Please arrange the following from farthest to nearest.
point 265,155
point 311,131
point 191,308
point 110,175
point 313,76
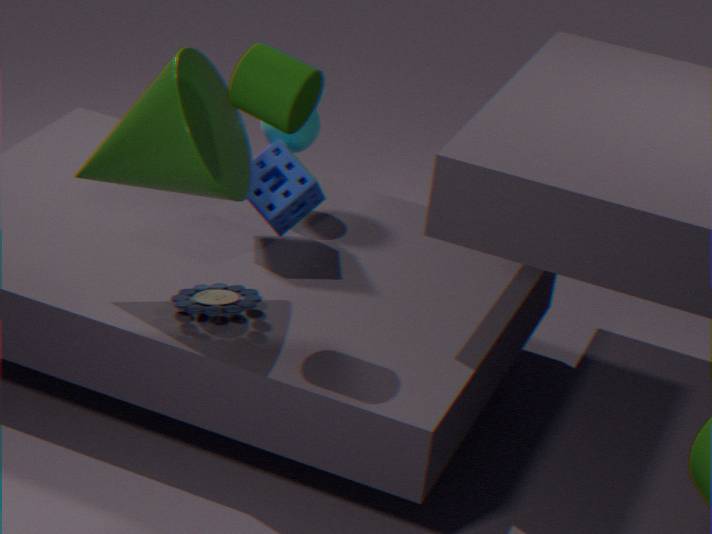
point 311,131, point 265,155, point 191,308, point 110,175, point 313,76
